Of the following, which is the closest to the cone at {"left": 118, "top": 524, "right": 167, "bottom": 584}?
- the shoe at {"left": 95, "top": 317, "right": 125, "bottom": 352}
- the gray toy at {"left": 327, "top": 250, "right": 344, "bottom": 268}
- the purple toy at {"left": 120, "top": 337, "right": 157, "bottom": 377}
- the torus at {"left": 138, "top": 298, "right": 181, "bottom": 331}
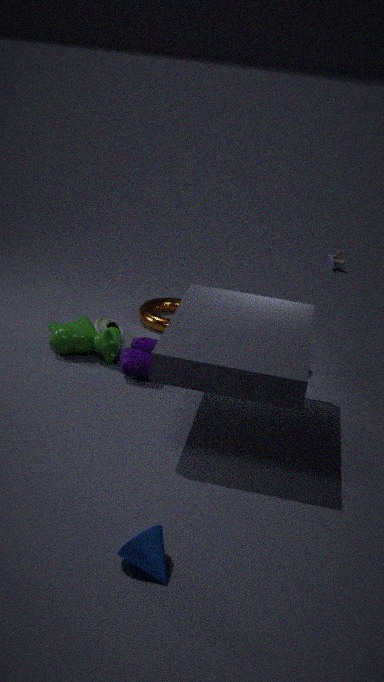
the purple toy at {"left": 120, "top": 337, "right": 157, "bottom": 377}
